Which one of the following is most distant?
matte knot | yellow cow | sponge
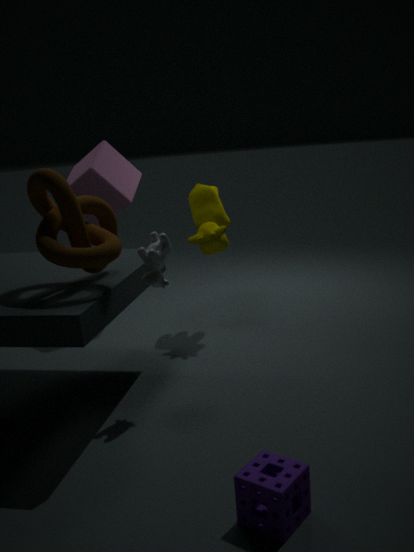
yellow cow
